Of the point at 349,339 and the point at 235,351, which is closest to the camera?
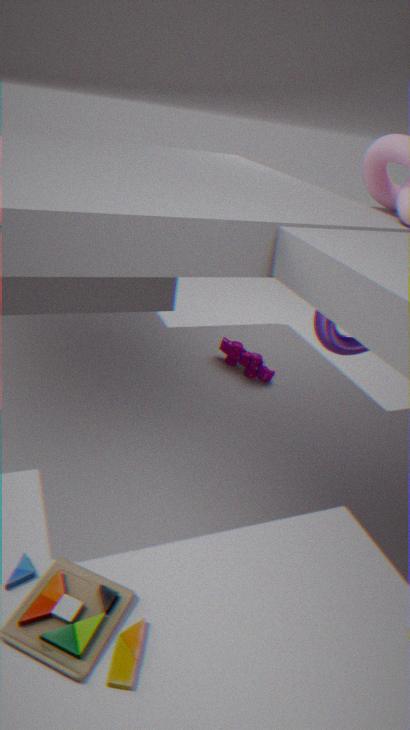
the point at 349,339
